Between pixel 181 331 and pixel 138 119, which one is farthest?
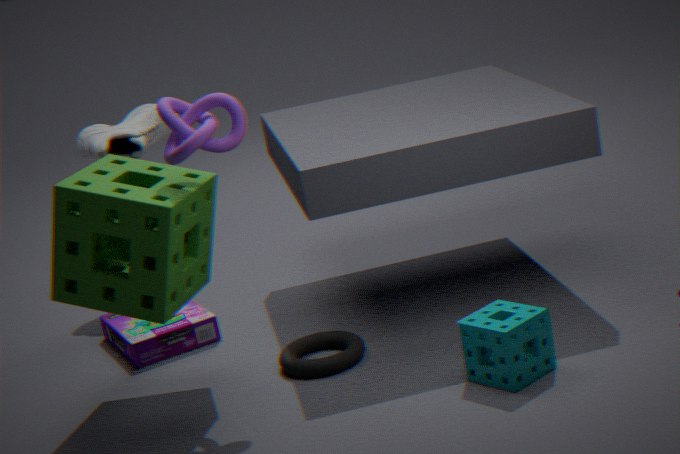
pixel 138 119
